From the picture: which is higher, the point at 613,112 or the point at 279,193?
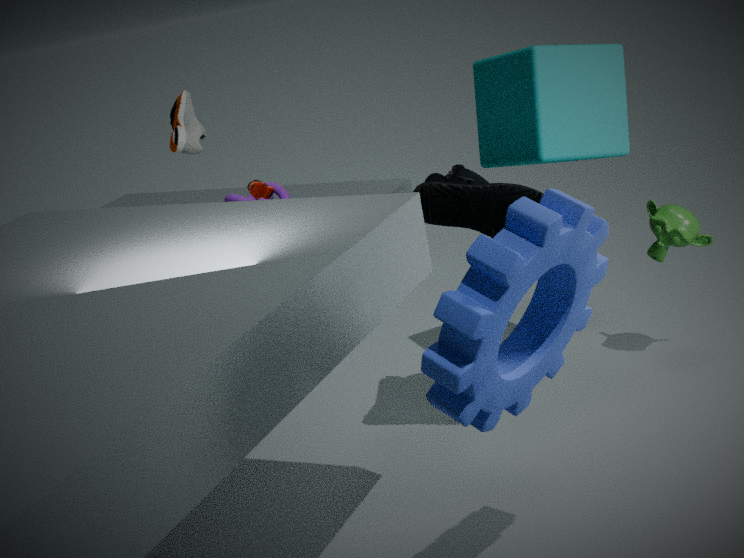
the point at 613,112
